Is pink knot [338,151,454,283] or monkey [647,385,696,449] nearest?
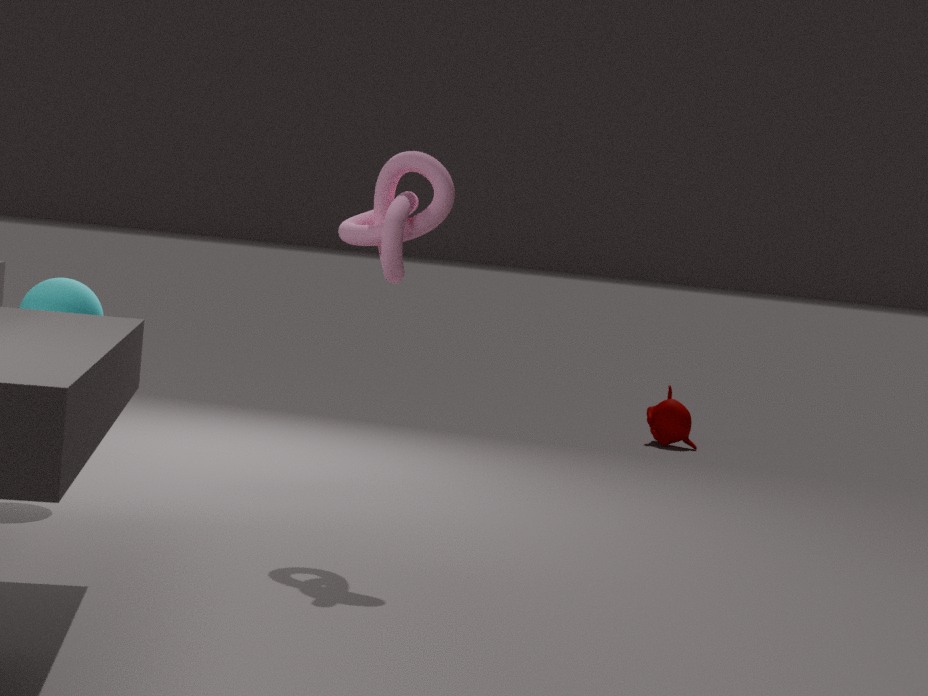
pink knot [338,151,454,283]
